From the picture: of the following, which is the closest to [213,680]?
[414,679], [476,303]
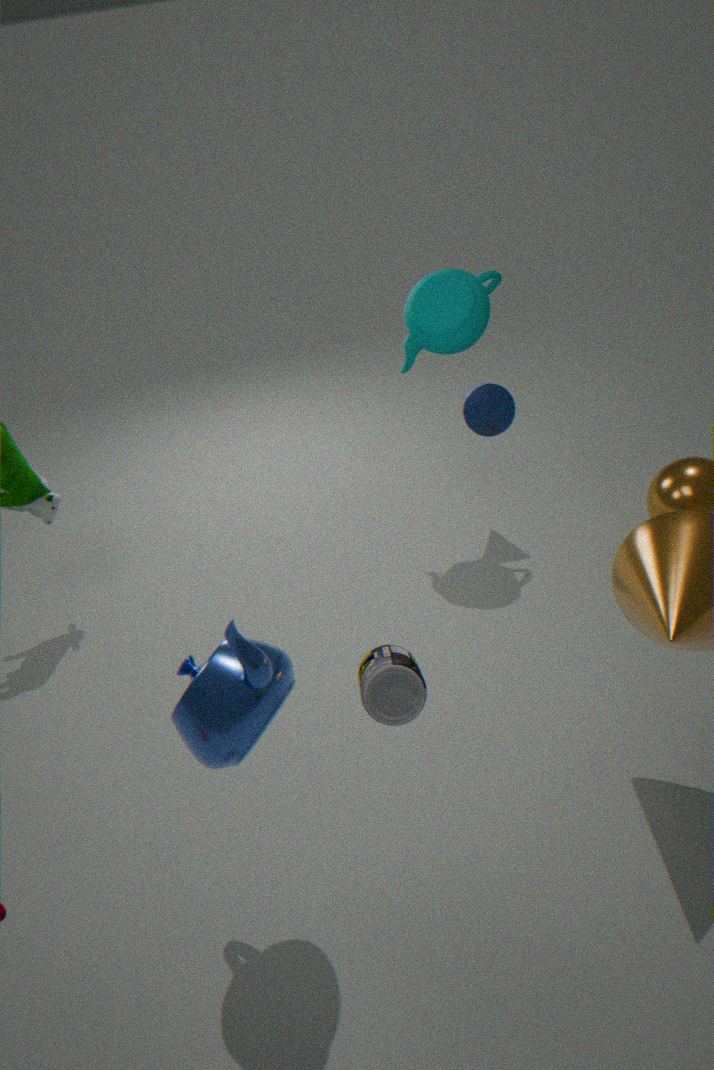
[414,679]
